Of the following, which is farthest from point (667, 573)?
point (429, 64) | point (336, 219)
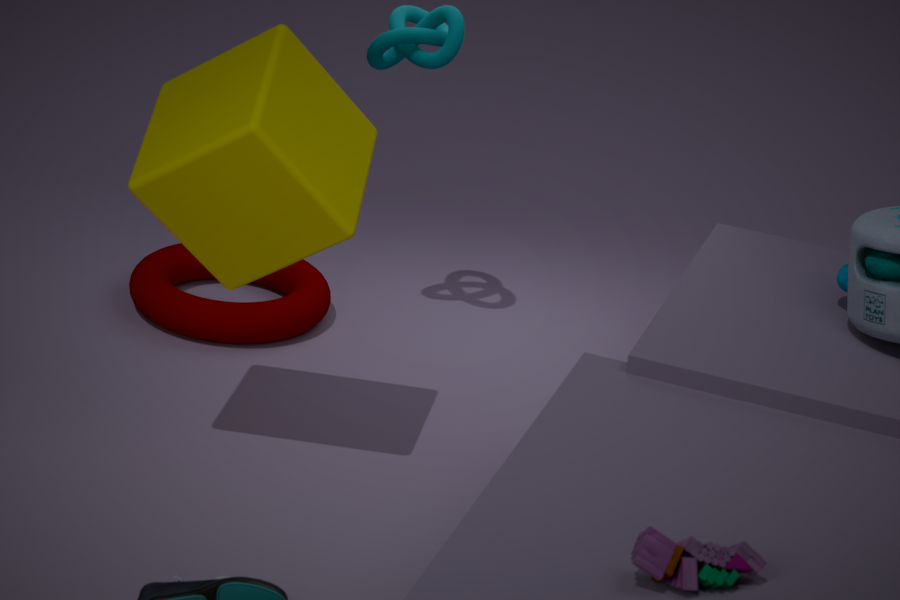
point (429, 64)
